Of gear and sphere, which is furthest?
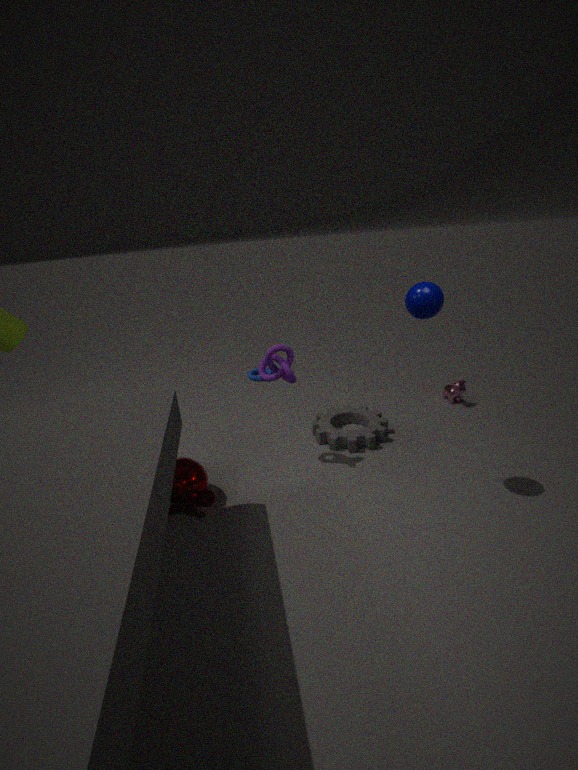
gear
